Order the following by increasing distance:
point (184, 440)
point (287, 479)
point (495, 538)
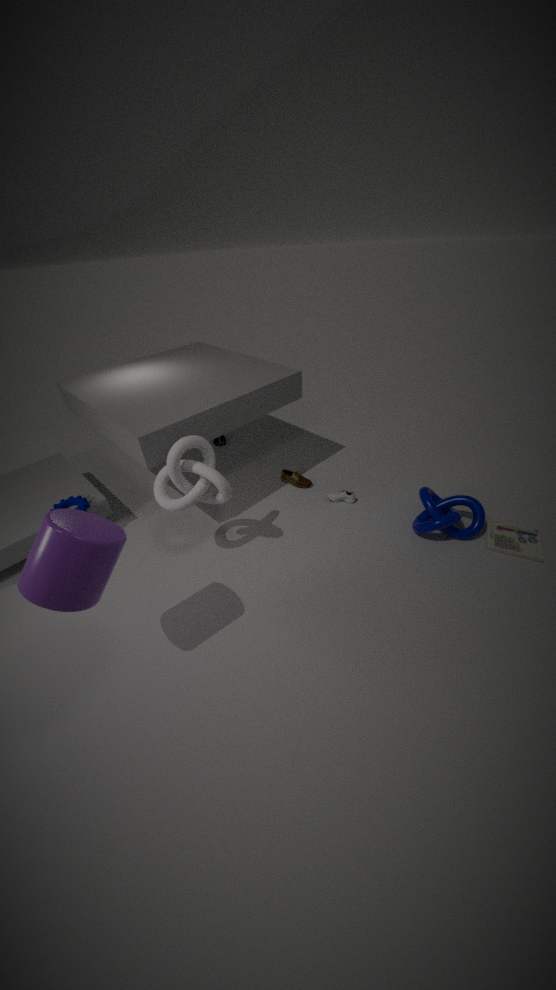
point (184, 440), point (495, 538), point (287, 479)
